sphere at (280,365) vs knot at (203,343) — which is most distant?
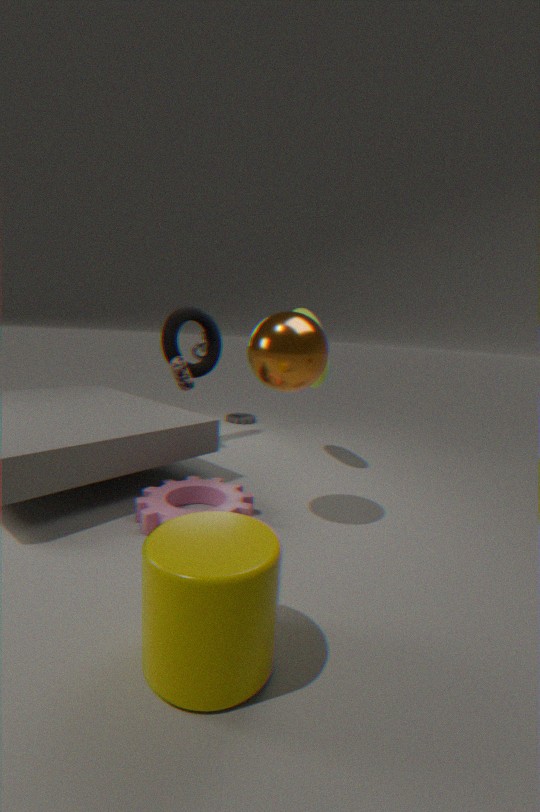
knot at (203,343)
